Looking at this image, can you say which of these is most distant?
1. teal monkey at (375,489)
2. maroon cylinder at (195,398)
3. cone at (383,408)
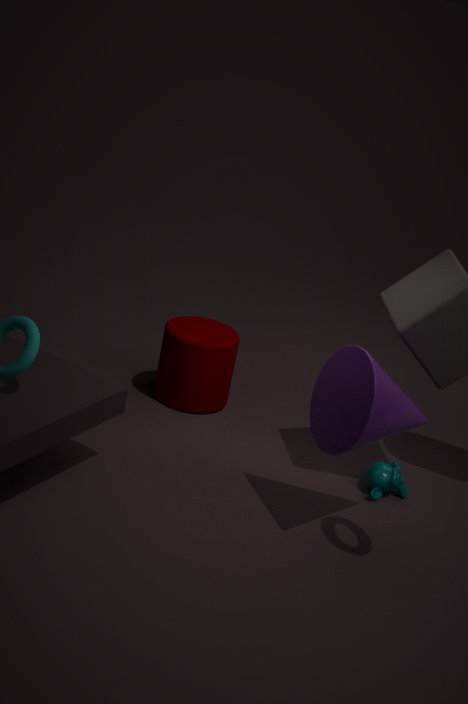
maroon cylinder at (195,398)
